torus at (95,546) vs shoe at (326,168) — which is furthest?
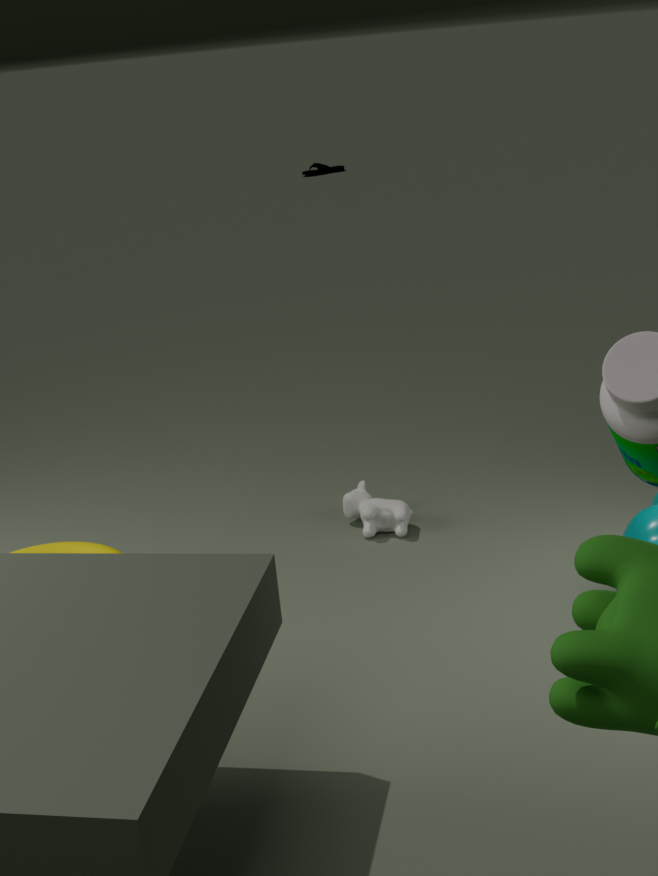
shoe at (326,168)
